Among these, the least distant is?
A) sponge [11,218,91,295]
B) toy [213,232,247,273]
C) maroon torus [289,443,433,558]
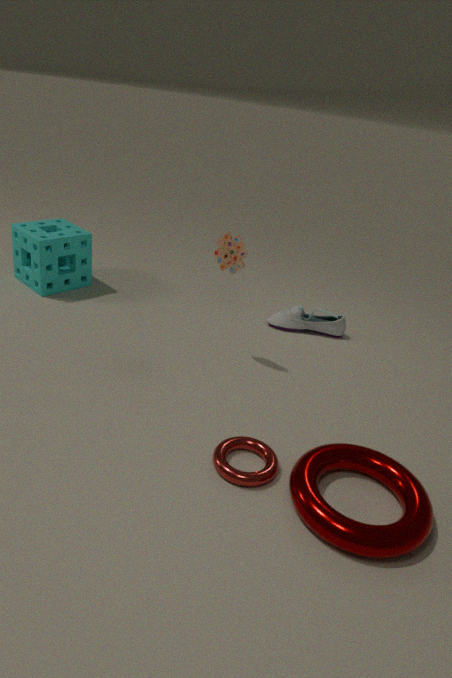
maroon torus [289,443,433,558]
